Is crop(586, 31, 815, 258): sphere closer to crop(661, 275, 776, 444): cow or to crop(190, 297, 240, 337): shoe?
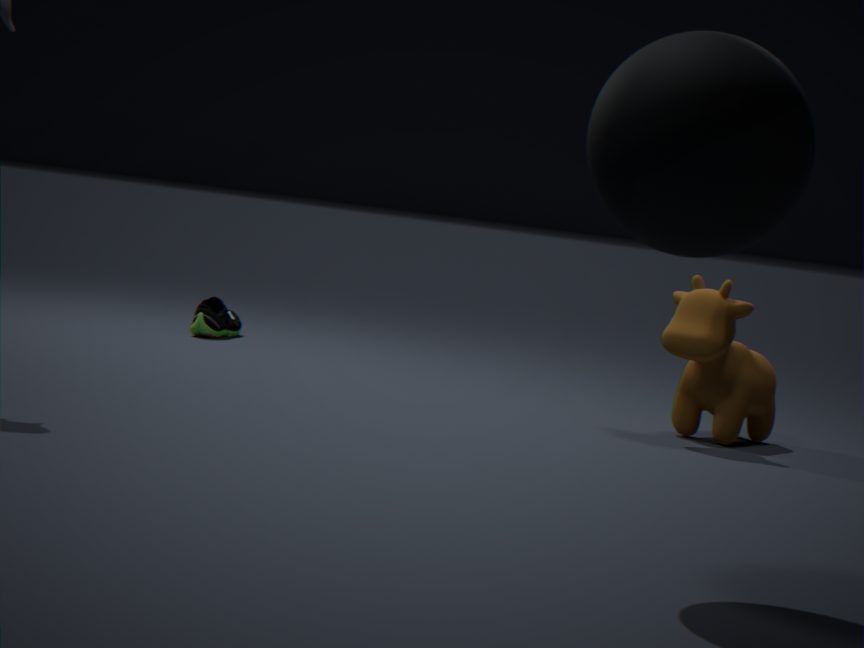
crop(661, 275, 776, 444): cow
